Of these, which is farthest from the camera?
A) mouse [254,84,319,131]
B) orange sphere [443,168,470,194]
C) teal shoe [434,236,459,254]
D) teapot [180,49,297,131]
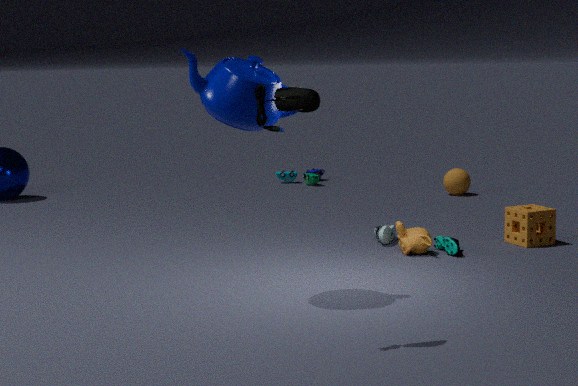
orange sphere [443,168,470,194]
